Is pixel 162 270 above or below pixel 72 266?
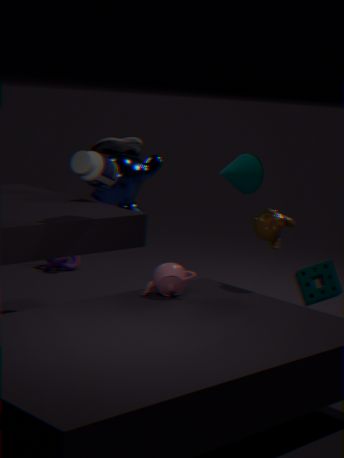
above
